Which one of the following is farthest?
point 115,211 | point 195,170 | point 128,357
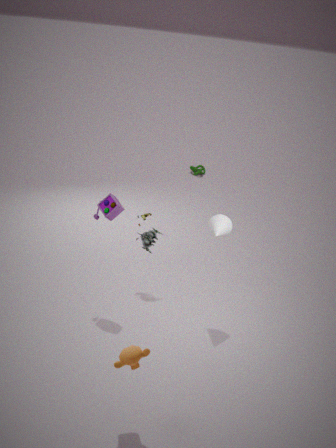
point 195,170
